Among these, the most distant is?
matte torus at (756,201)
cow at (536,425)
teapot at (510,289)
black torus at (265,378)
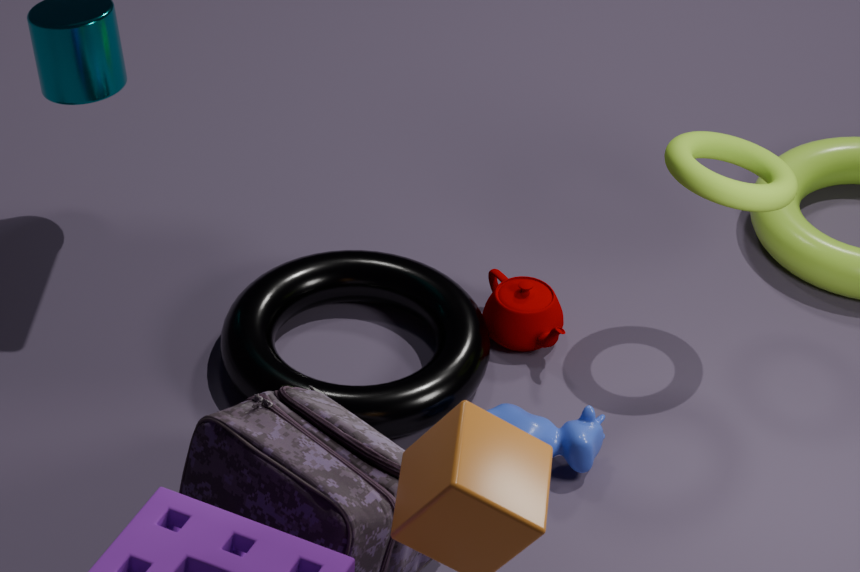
teapot at (510,289)
